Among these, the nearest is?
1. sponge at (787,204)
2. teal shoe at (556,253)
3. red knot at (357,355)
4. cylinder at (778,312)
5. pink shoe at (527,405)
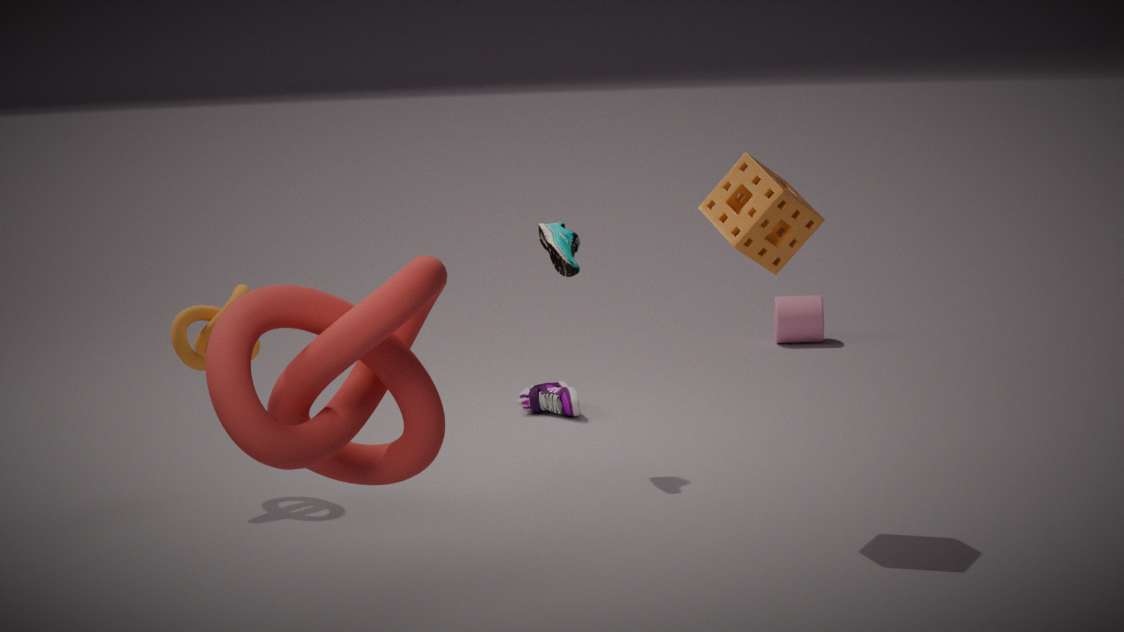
red knot at (357,355)
